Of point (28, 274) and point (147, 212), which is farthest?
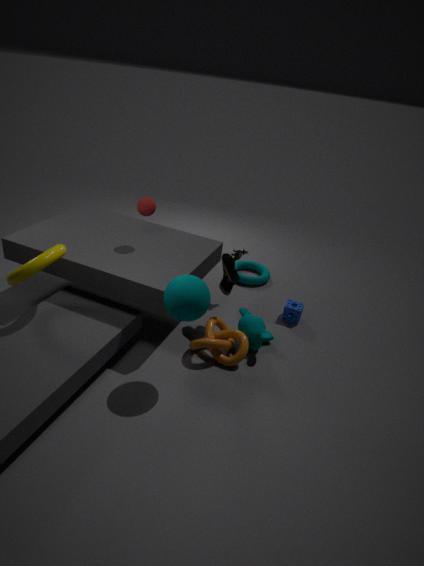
point (147, 212)
